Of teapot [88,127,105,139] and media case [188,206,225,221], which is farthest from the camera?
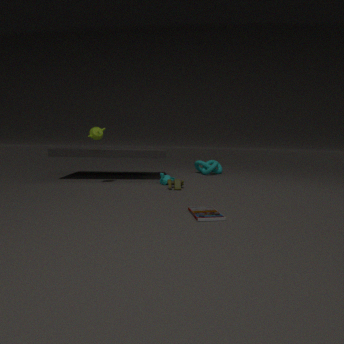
teapot [88,127,105,139]
